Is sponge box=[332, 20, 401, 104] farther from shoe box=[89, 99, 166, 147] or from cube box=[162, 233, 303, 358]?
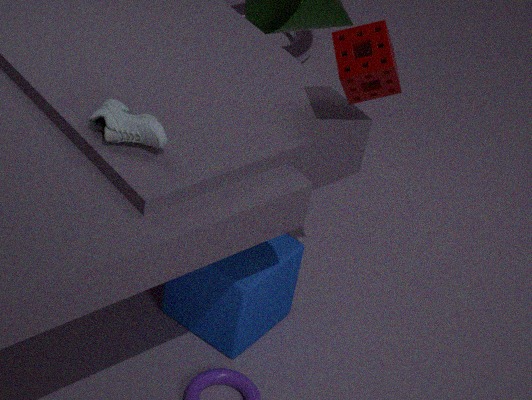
cube box=[162, 233, 303, 358]
